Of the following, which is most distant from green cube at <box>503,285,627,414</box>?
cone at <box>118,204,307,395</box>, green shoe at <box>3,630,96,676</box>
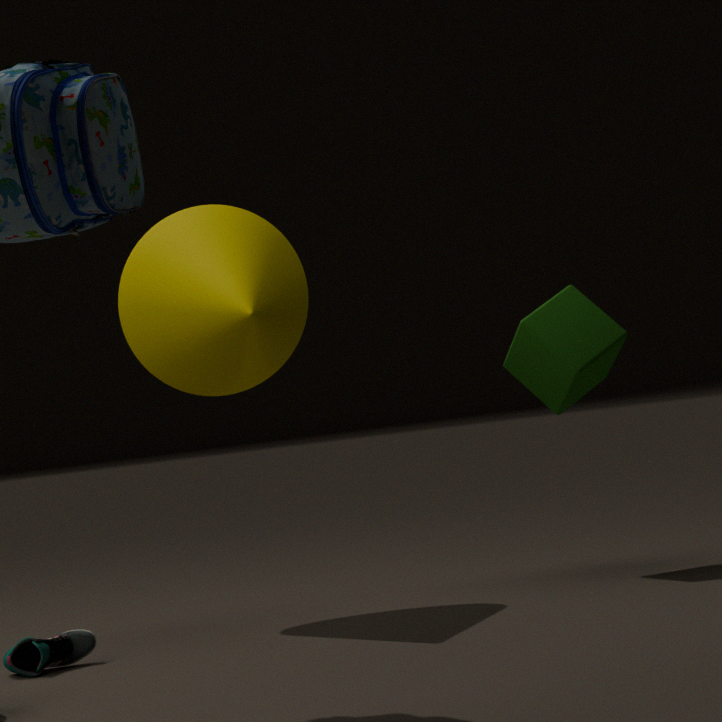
green shoe at <box>3,630,96,676</box>
